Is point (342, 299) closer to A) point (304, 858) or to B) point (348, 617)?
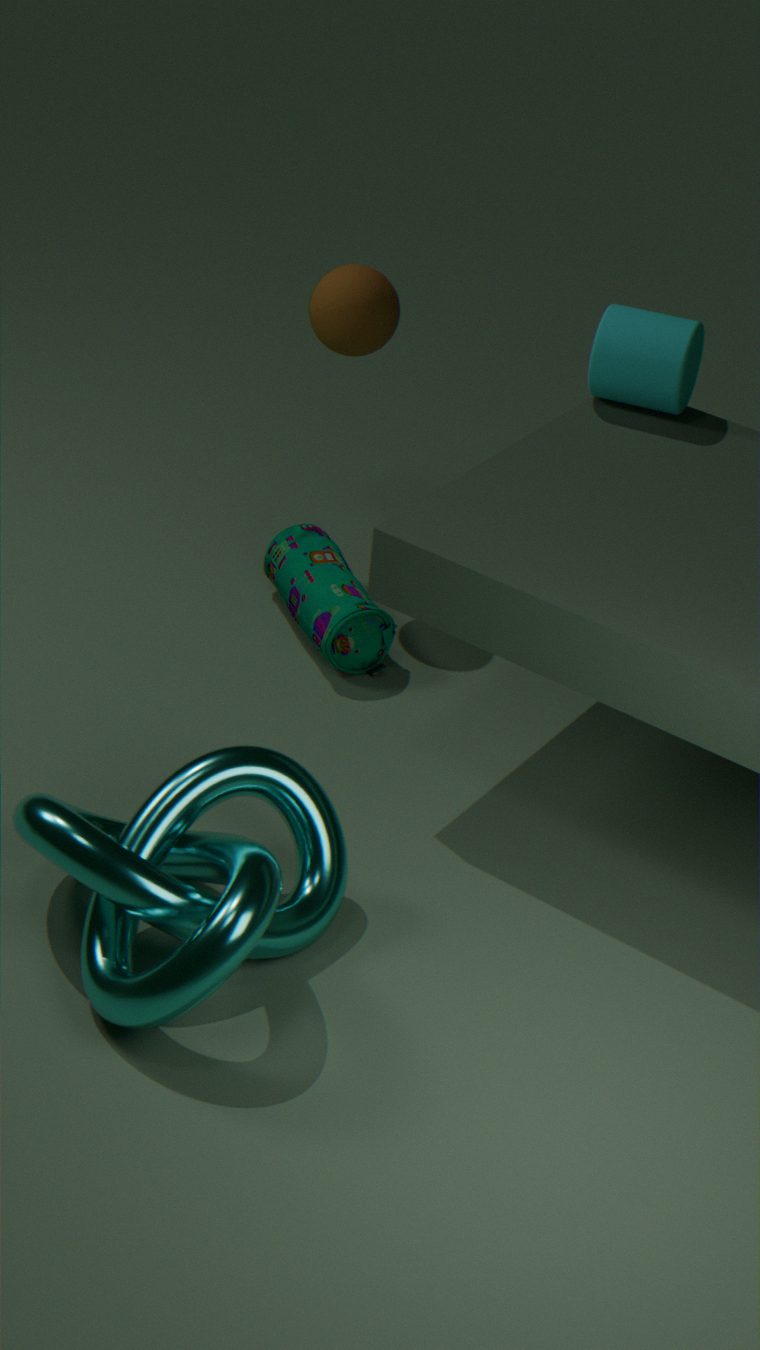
B) point (348, 617)
